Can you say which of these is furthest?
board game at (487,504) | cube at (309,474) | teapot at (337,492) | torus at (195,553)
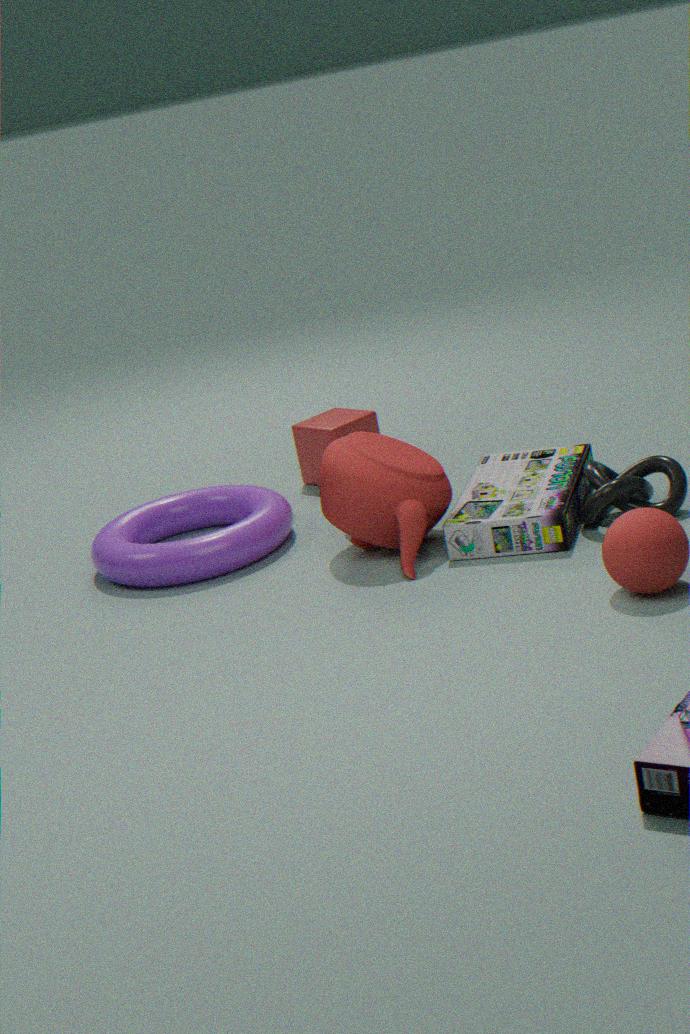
cube at (309,474)
